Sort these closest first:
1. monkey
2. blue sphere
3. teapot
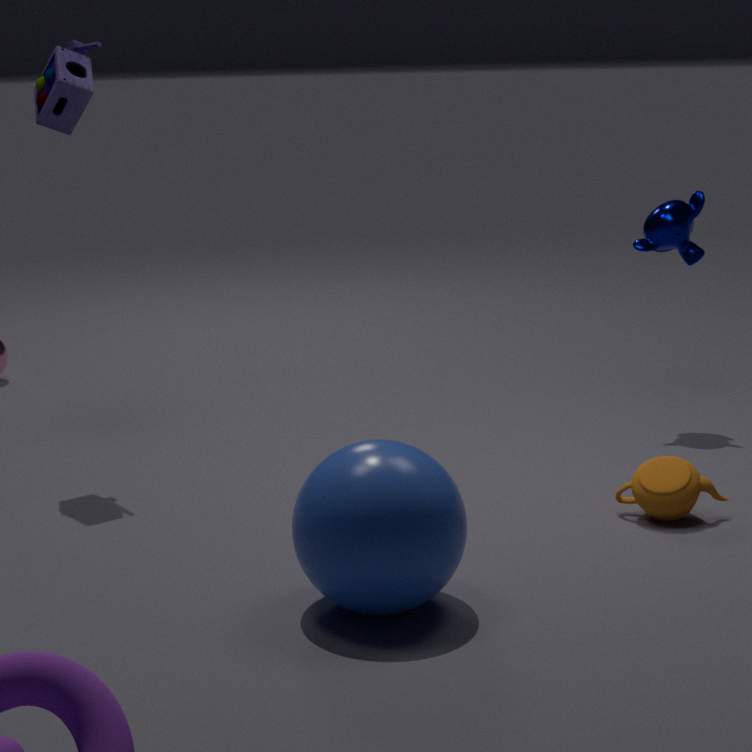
blue sphere, teapot, monkey
